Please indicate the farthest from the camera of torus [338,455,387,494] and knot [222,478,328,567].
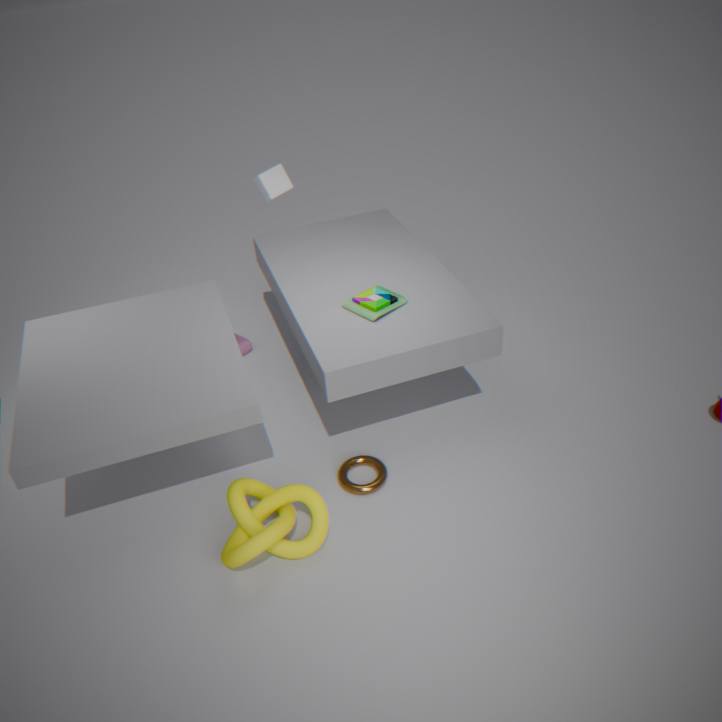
torus [338,455,387,494]
